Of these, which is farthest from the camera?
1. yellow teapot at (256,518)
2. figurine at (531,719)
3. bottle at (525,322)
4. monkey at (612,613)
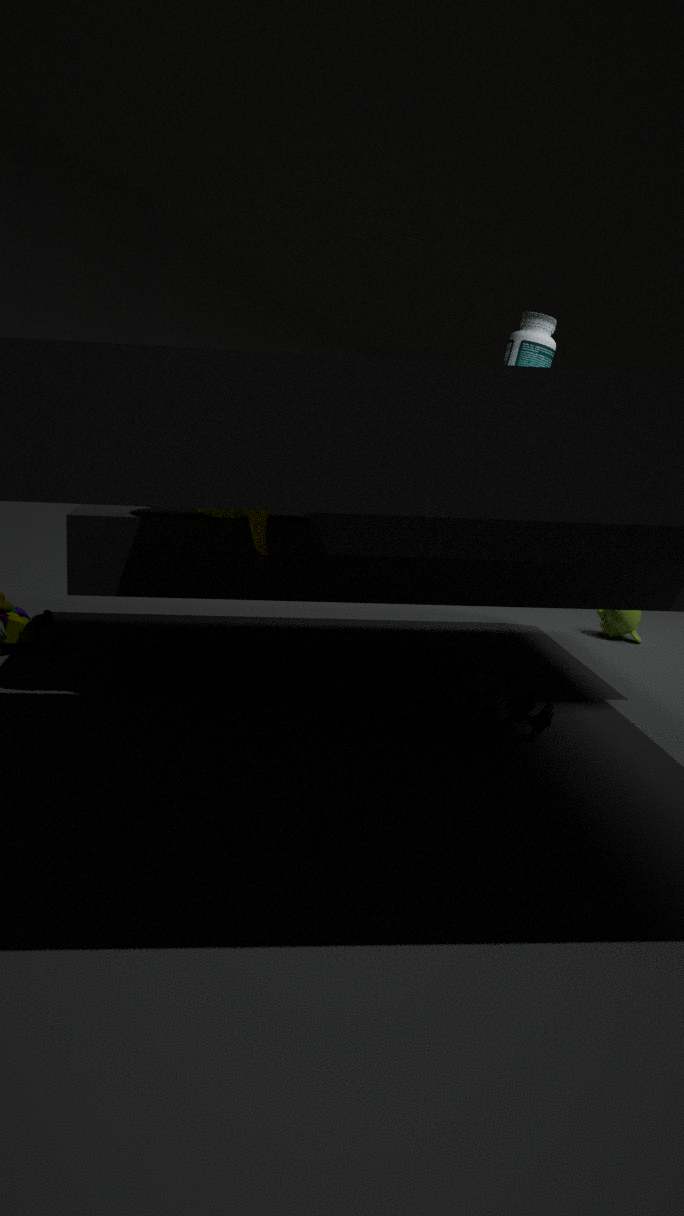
monkey at (612,613)
